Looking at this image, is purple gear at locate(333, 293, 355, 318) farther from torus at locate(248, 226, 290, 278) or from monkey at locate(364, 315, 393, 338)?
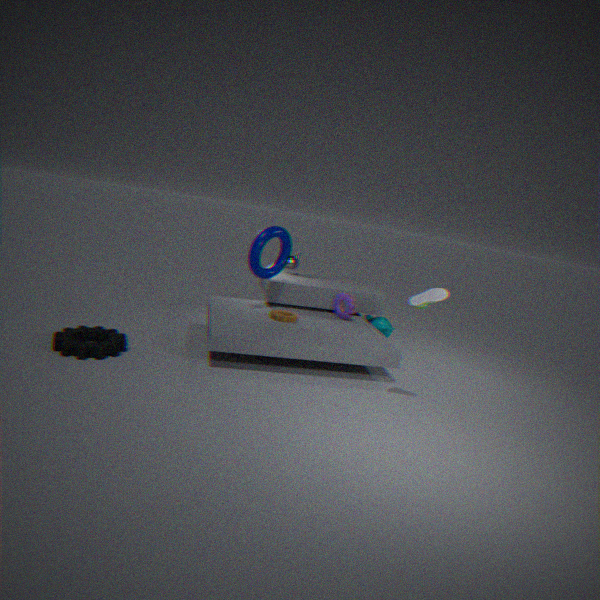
torus at locate(248, 226, 290, 278)
